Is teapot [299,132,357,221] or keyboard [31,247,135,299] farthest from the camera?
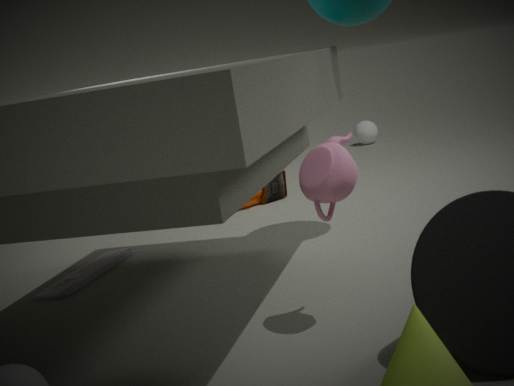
keyboard [31,247,135,299]
